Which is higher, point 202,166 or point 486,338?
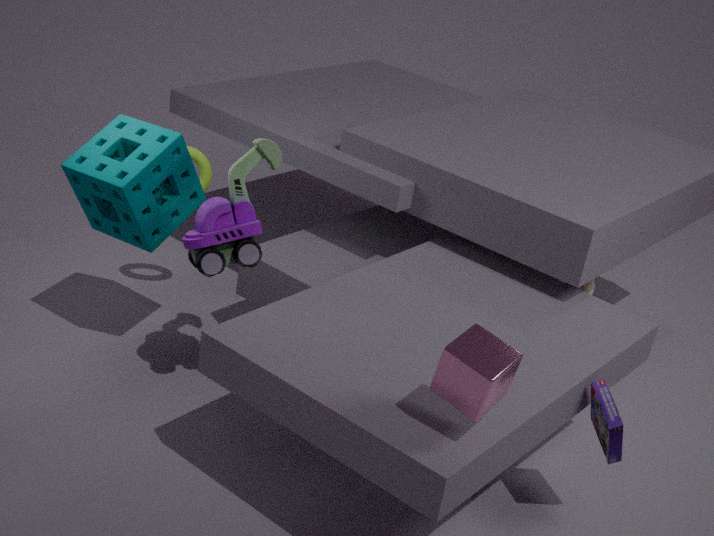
point 486,338
